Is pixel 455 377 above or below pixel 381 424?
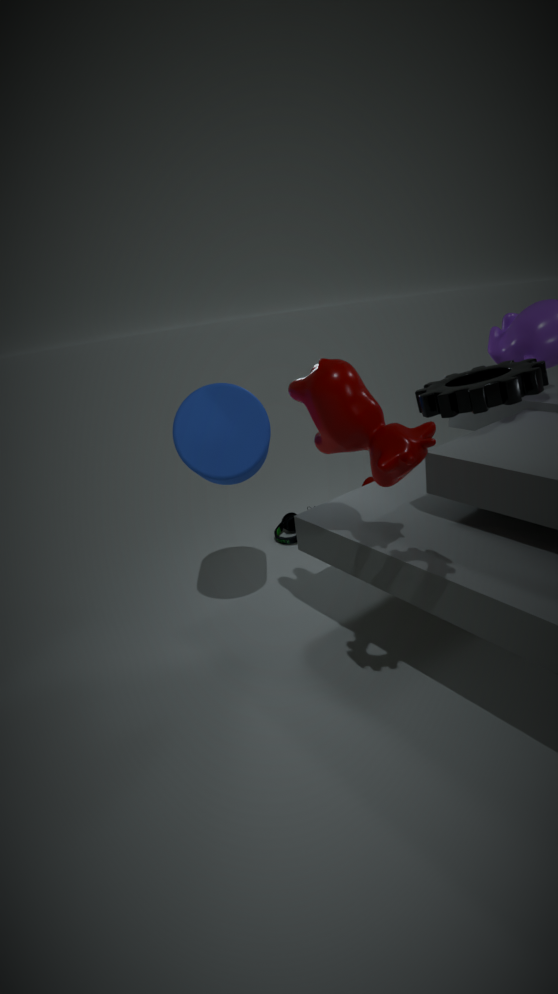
above
